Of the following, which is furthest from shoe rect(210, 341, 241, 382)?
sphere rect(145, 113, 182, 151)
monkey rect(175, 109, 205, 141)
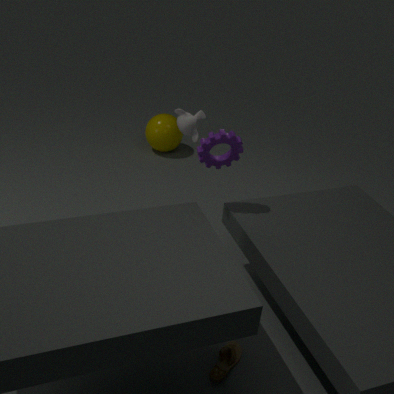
sphere rect(145, 113, 182, 151)
